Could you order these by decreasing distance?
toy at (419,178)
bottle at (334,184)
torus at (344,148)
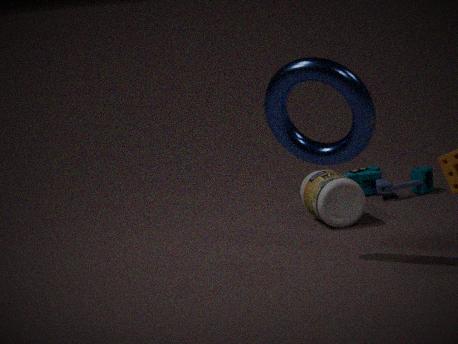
toy at (419,178), bottle at (334,184), torus at (344,148)
